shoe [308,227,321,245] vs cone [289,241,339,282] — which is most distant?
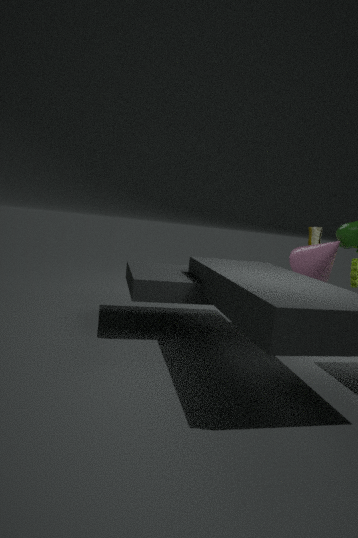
shoe [308,227,321,245]
